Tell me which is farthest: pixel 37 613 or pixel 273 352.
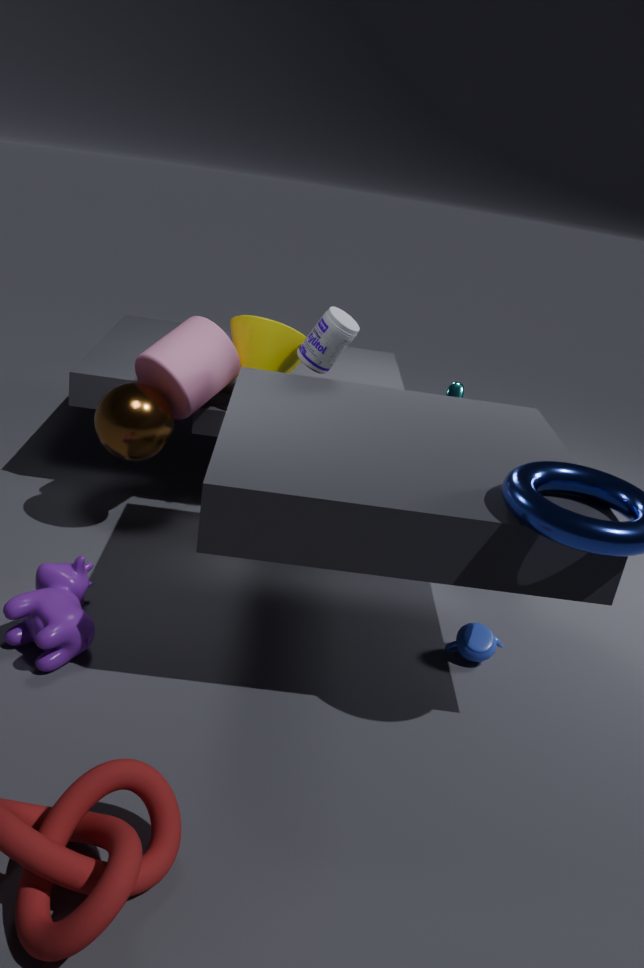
pixel 273 352
